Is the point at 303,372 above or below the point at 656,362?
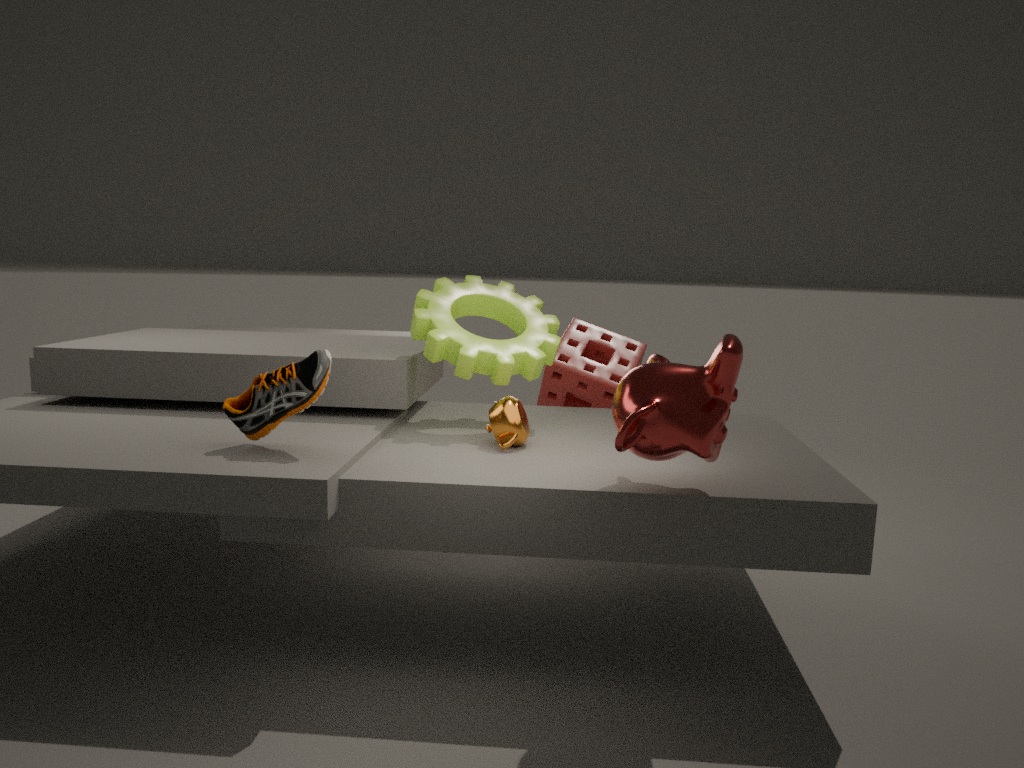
below
